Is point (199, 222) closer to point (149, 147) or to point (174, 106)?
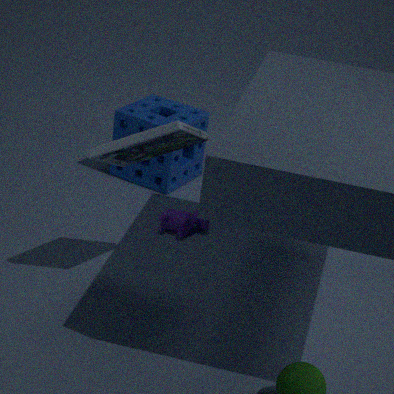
point (174, 106)
